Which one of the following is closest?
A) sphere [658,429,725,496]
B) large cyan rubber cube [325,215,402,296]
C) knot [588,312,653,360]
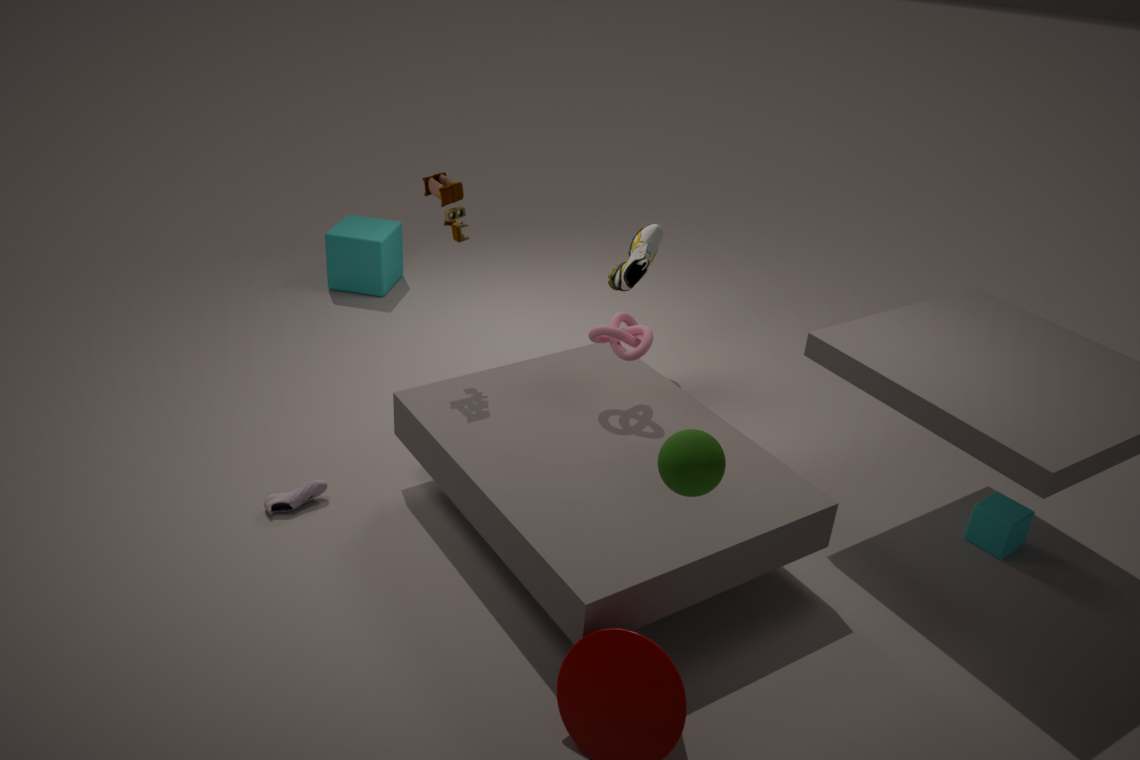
sphere [658,429,725,496]
